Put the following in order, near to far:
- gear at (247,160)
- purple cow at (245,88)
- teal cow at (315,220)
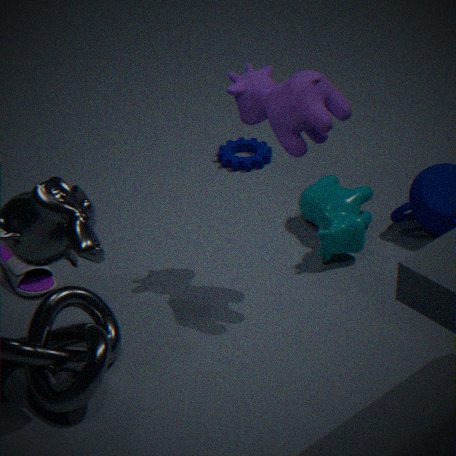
purple cow at (245,88) < teal cow at (315,220) < gear at (247,160)
